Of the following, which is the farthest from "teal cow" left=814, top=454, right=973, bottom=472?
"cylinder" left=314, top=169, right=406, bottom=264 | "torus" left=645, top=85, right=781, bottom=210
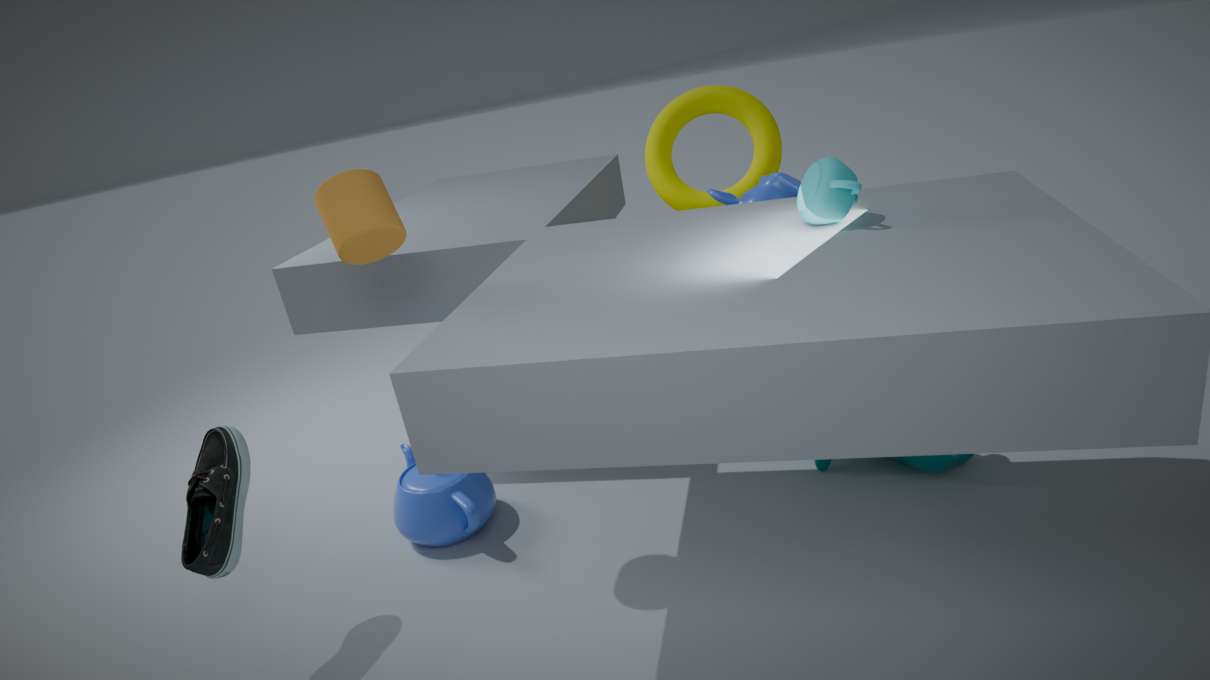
"cylinder" left=314, top=169, right=406, bottom=264
